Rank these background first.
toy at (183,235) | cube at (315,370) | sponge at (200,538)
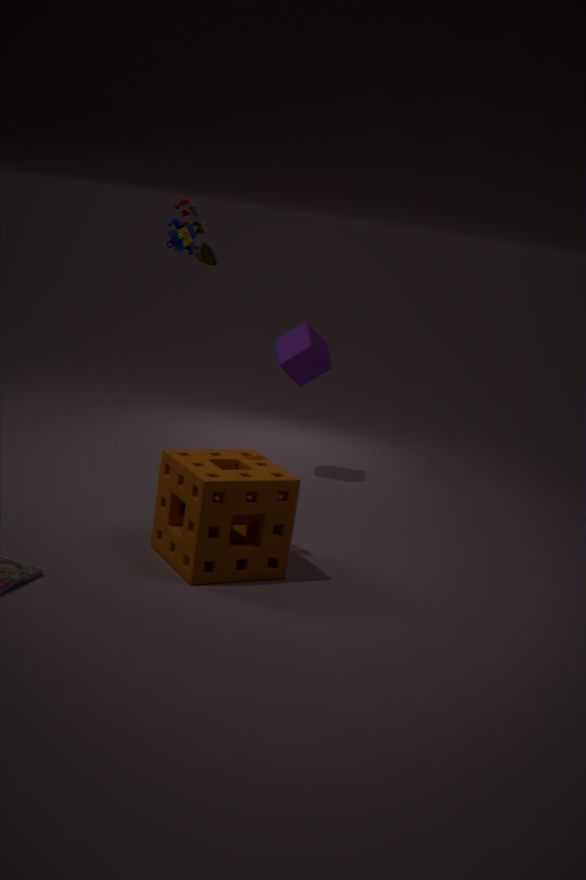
1. cube at (315,370)
2. sponge at (200,538)
3. toy at (183,235)
